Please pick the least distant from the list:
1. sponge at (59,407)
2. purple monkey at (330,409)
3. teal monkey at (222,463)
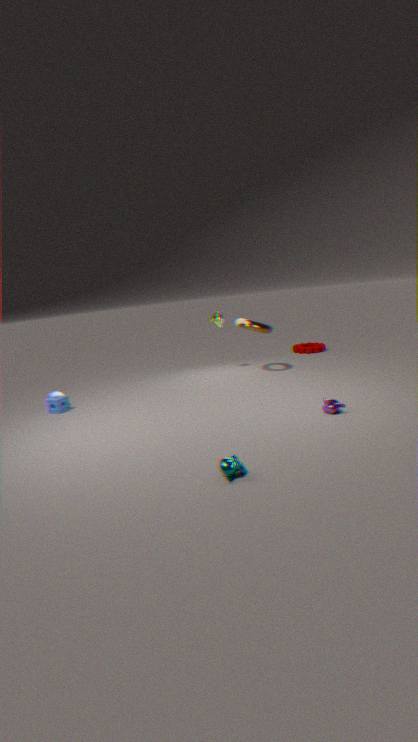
teal monkey at (222,463)
